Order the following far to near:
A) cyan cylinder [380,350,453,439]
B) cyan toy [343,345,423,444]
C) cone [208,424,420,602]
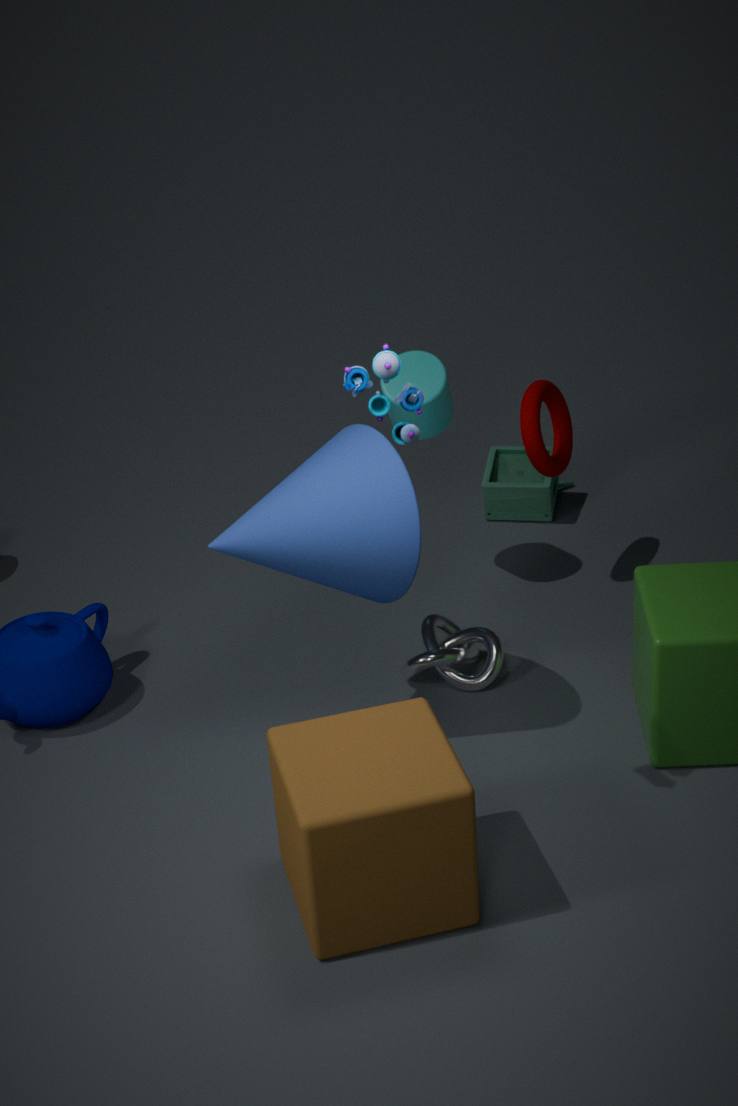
1. cyan cylinder [380,350,453,439]
2. cone [208,424,420,602]
3. cyan toy [343,345,423,444]
